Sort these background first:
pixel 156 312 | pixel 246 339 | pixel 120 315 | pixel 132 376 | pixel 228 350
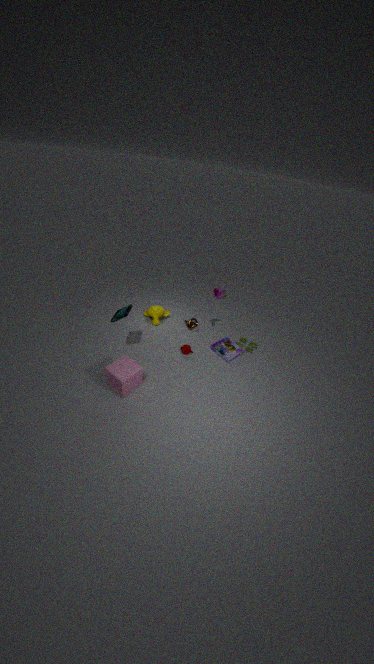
pixel 246 339 < pixel 156 312 < pixel 228 350 < pixel 120 315 < pixel 132 376
